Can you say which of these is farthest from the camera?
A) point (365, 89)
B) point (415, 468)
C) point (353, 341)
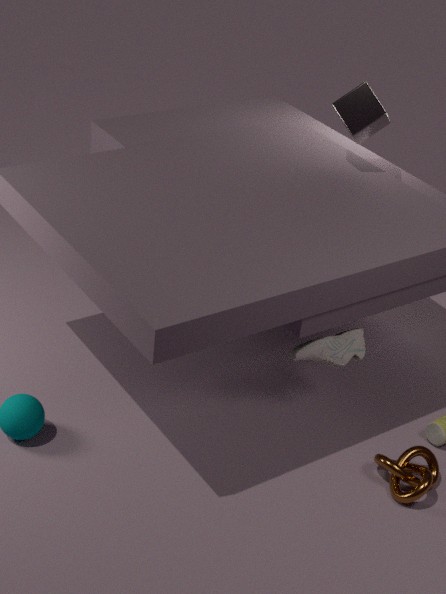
point (365, 89)
